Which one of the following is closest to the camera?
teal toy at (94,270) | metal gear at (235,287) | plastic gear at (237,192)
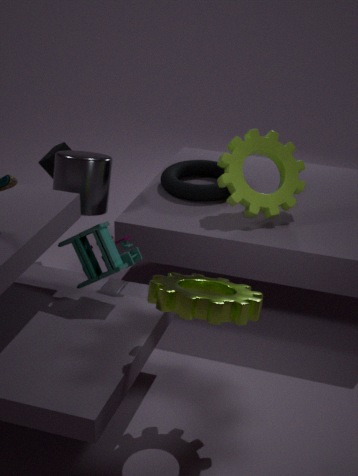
metal gear at (235,287)
